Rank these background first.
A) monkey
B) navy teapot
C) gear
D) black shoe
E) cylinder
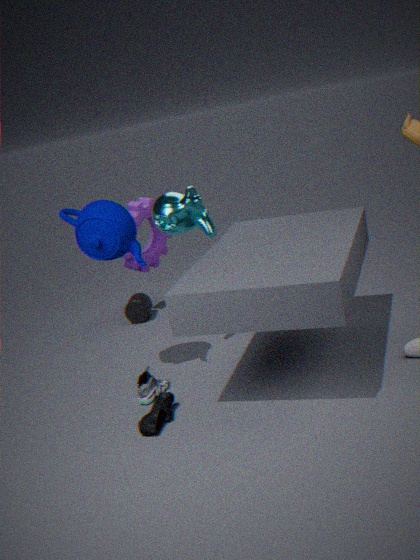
1. cylinder
2. gear
3. monkey
4. navy teapot
5. black shoe
